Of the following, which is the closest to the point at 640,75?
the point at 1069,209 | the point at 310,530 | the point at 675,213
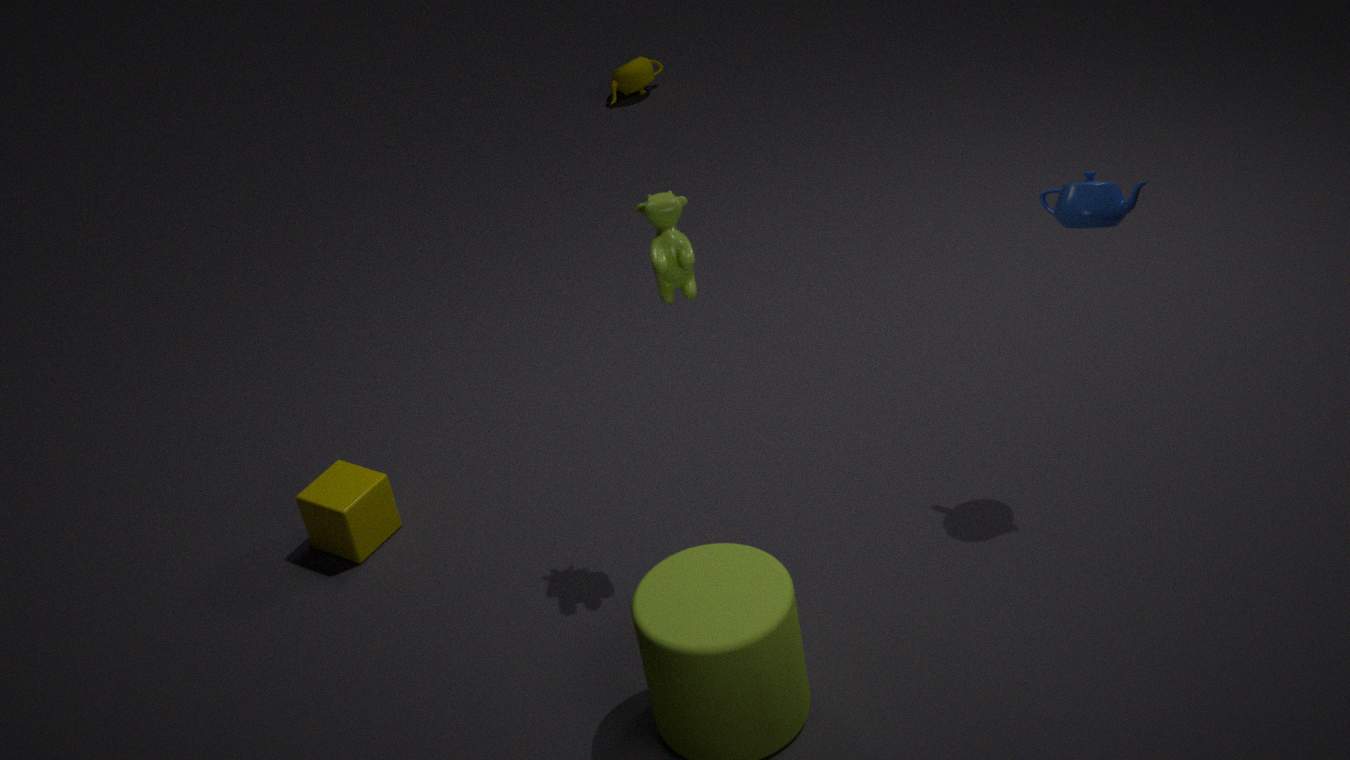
the point at 310,530
